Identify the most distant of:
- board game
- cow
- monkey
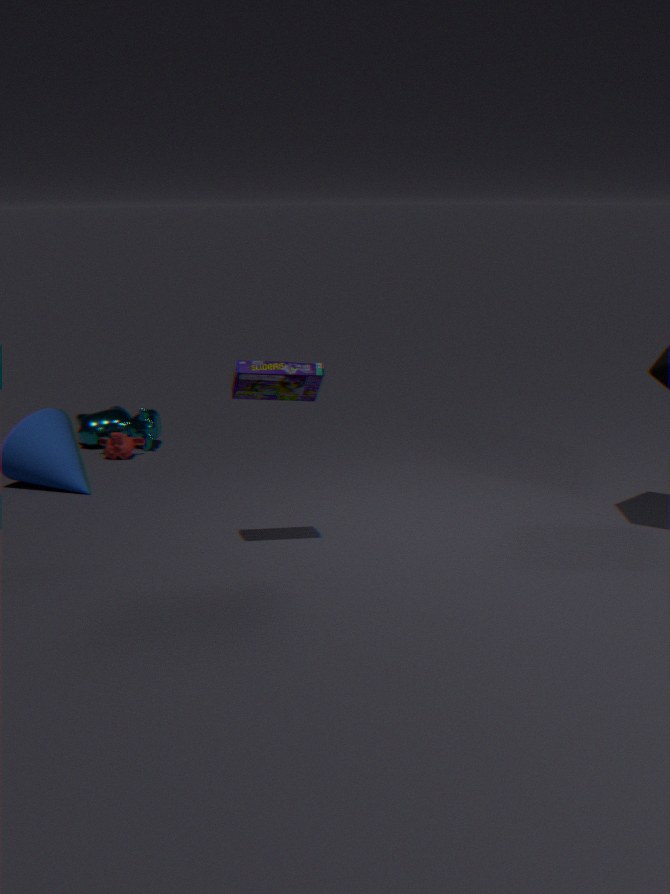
cow
